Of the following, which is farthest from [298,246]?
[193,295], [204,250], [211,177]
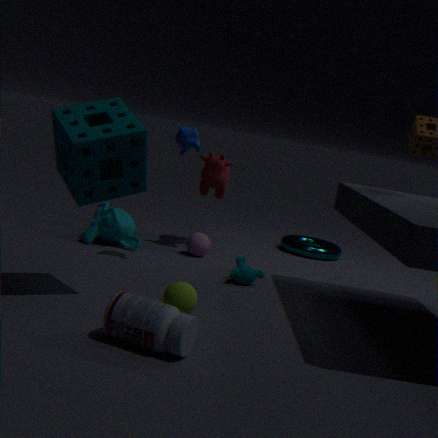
[193,295]
